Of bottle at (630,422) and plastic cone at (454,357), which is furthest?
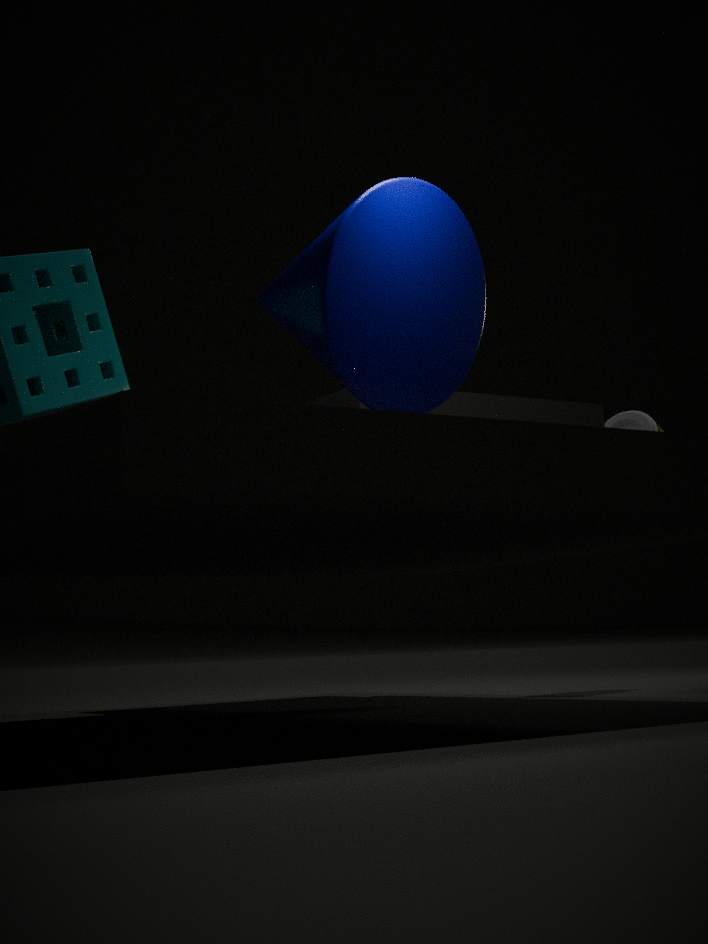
bottle at (630,422)
